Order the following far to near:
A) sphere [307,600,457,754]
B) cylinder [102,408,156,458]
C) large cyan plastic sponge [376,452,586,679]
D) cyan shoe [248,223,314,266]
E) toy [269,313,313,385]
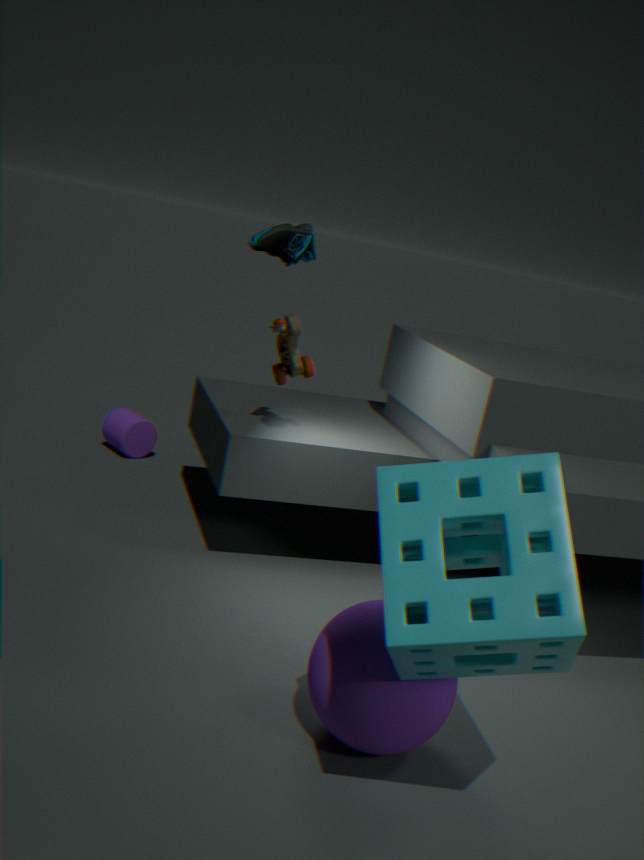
cylinder [102,408,156,458], cyan shoe [248,223,314,266], toy [269,313,313,385], sphere [307,600,457,754], large cyan plastic sponge [376,452,586,679]
